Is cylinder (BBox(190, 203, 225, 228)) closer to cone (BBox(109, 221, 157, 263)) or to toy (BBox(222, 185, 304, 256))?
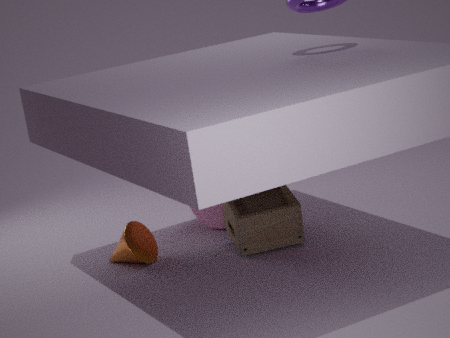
toy (BBox(222, 185, 304, 256))
